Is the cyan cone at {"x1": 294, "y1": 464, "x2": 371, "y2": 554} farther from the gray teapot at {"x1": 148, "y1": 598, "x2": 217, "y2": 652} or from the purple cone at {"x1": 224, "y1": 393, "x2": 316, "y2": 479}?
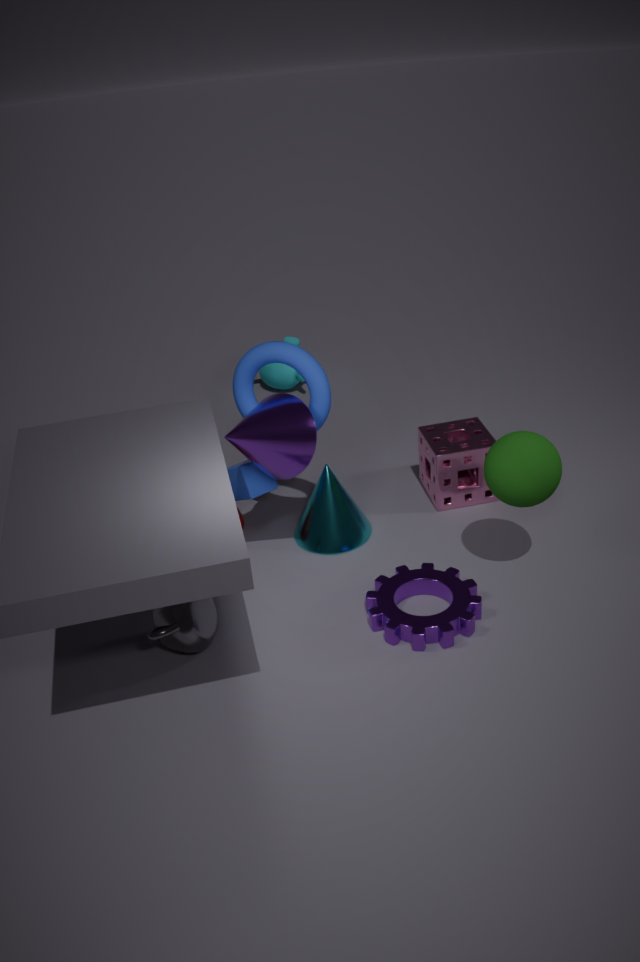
the gray teapot at {"x1": 148, "y1": 598, "x2": 217, "y2": 652}
